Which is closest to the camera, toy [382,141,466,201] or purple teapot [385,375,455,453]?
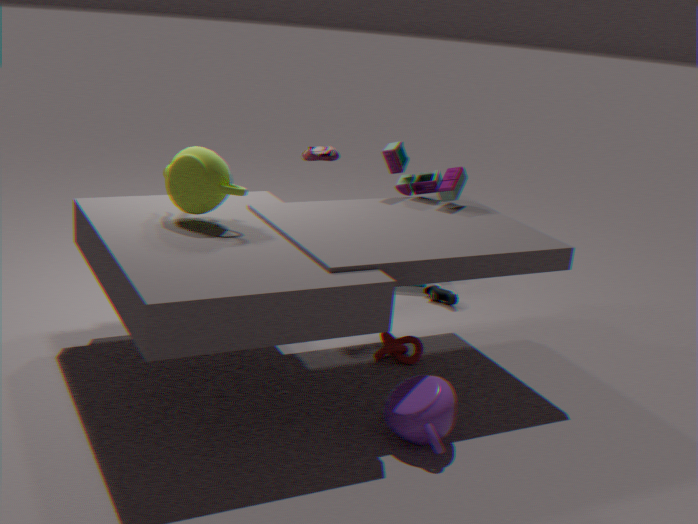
purple teapot [385,375,455,453]
